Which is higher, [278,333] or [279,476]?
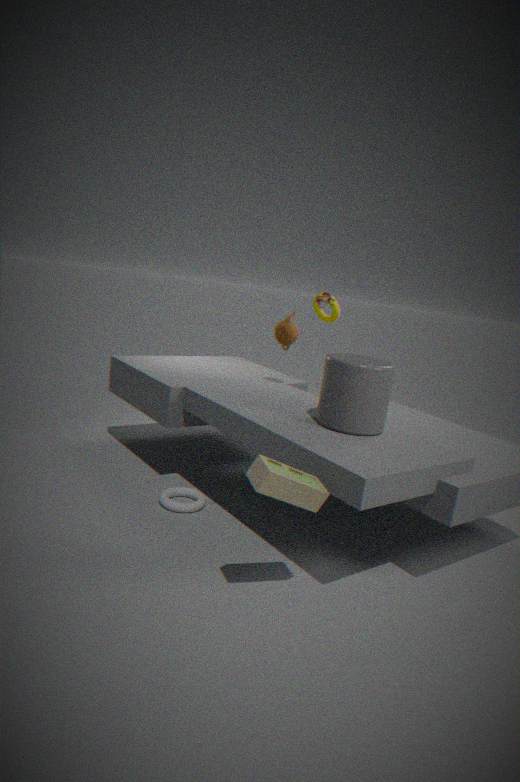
[278,333]
